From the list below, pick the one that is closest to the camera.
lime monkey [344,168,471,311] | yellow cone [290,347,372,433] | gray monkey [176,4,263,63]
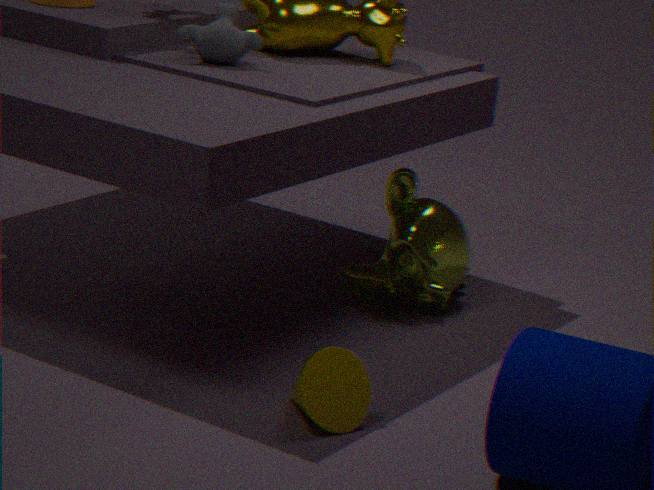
A: yellow cone [290,347,372,433]
